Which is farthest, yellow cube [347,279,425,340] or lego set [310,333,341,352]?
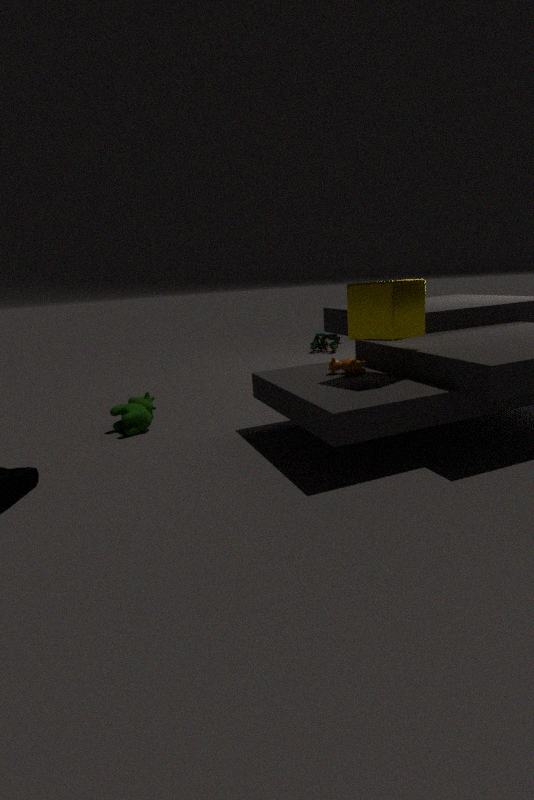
lego set [310,333,341,352]
